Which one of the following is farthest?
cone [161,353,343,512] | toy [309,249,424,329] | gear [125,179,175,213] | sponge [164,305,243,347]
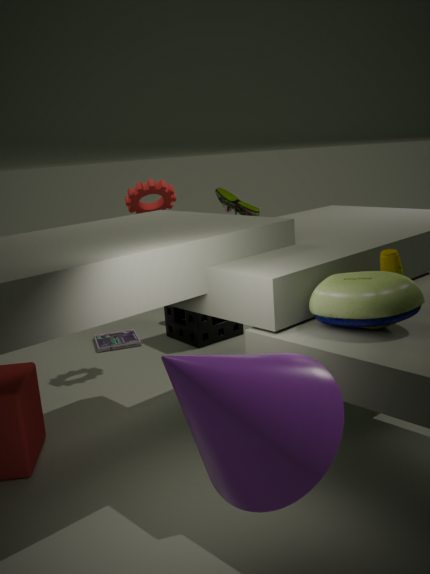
sponge [164,305,243,347]
